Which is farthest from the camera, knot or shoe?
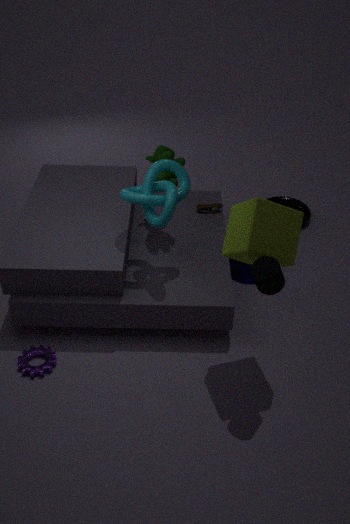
shoe
